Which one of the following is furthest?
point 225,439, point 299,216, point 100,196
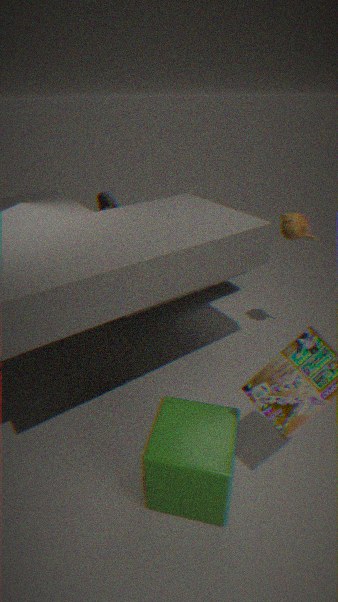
point 100,196
